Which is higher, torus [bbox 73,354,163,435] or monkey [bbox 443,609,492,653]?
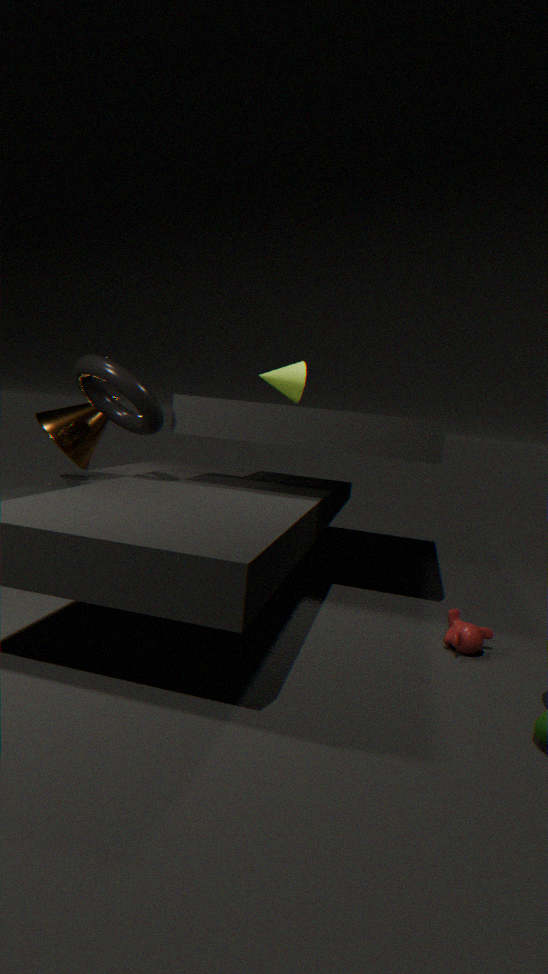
torus [bbox 73,354,163,435]
